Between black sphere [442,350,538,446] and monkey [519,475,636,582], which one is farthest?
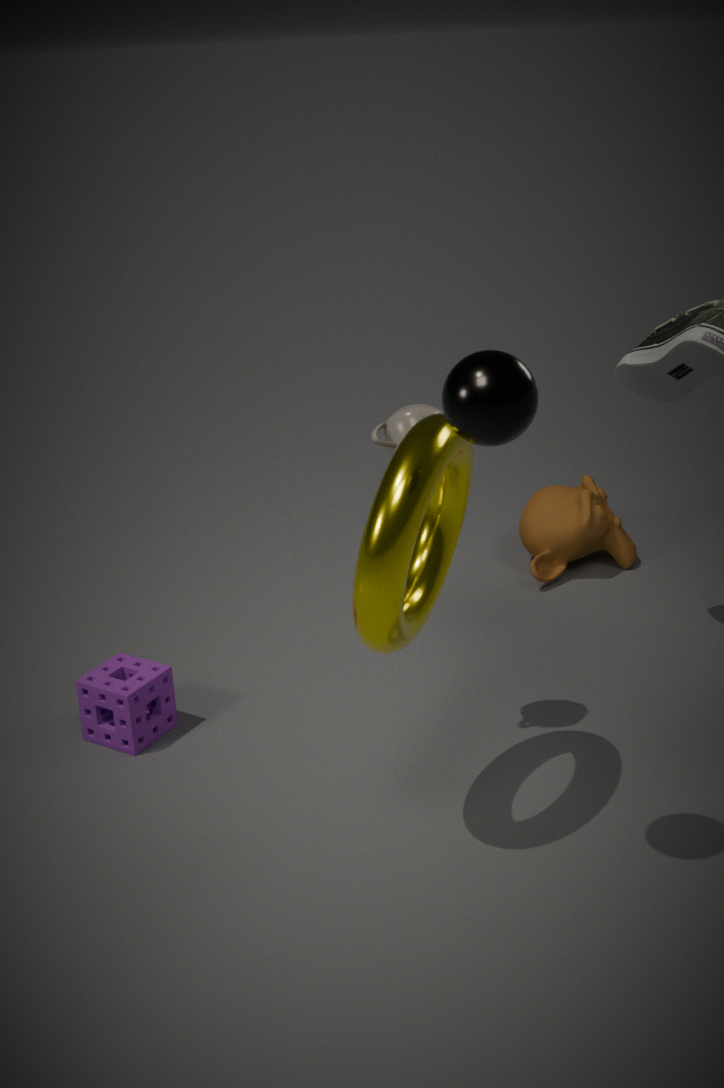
monkey [519,475,636,582]
